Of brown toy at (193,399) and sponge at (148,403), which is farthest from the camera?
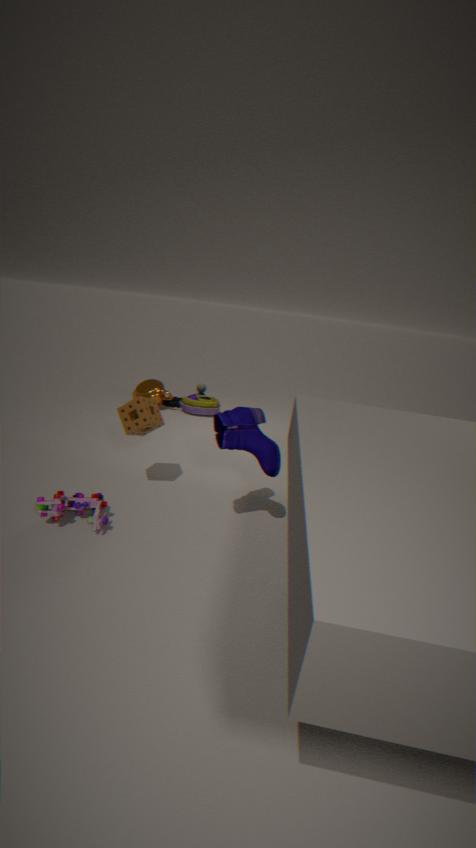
brown toy at (193,399)
